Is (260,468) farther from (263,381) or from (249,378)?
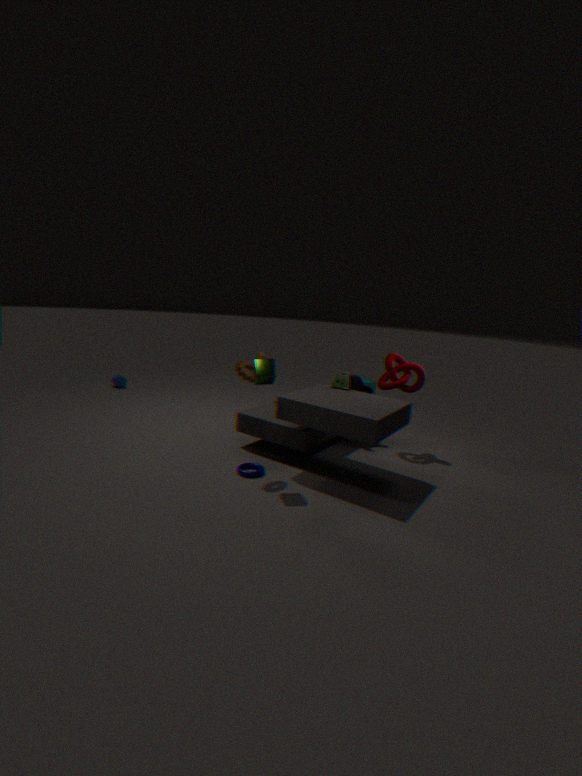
(263,381)
